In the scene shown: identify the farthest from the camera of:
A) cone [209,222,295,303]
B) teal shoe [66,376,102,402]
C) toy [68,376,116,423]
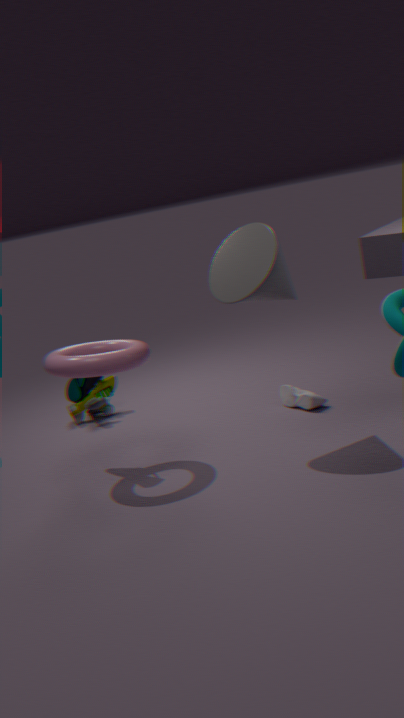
toy [68,376,116,423]
